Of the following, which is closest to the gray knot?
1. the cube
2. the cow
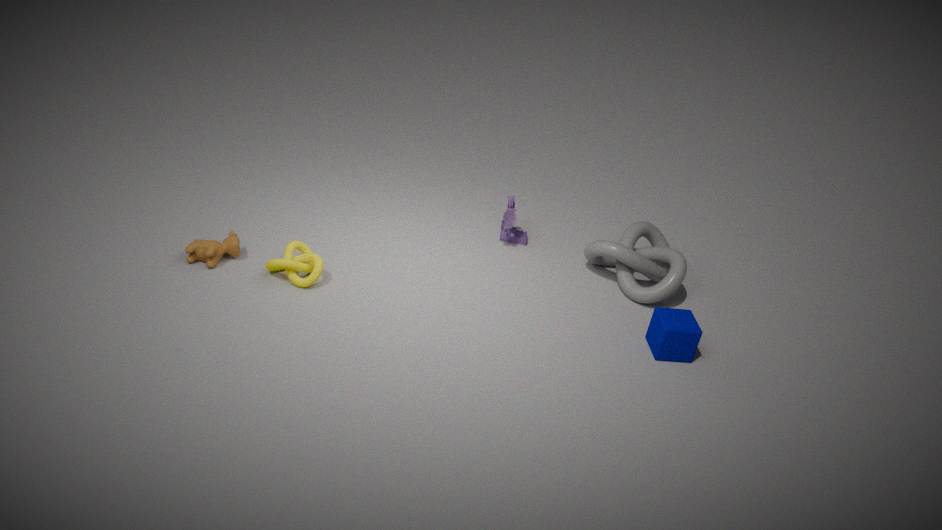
the cube
